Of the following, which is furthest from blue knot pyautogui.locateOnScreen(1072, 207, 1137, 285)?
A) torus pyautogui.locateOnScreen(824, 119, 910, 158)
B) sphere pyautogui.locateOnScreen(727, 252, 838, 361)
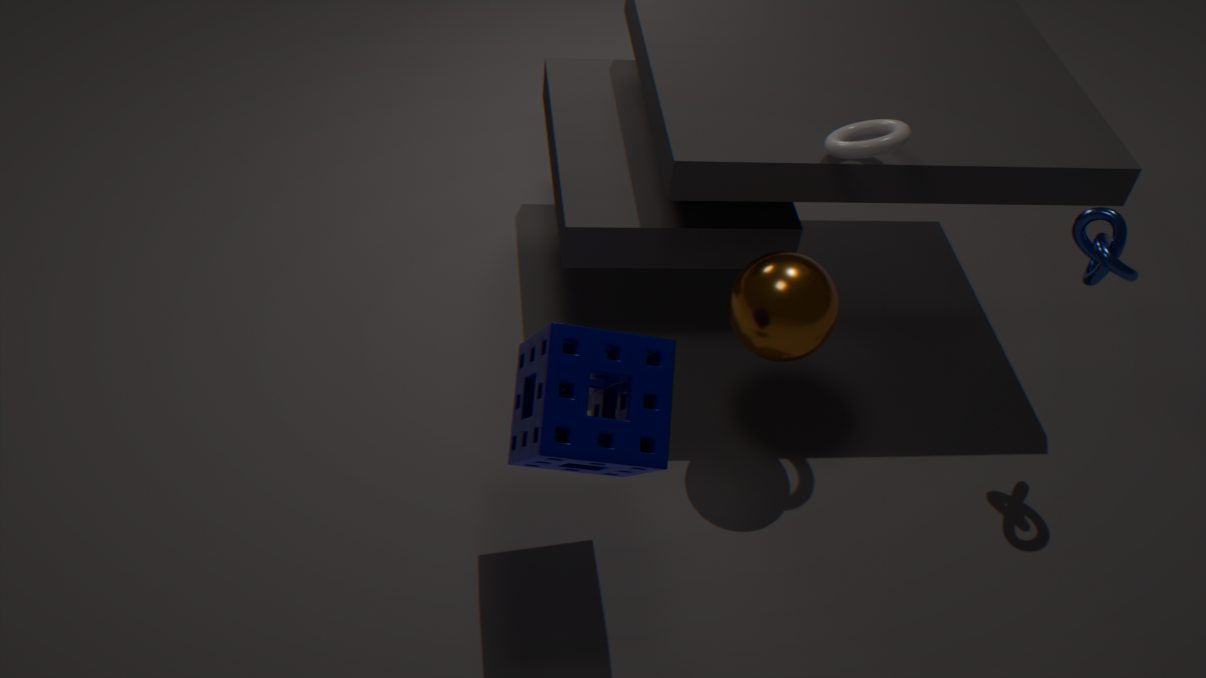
sphere pyautogui.locateOnScreen(727, 252, 838, 361)
